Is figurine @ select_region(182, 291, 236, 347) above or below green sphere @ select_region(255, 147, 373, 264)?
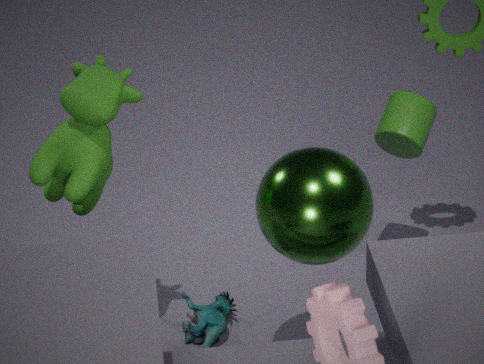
below
